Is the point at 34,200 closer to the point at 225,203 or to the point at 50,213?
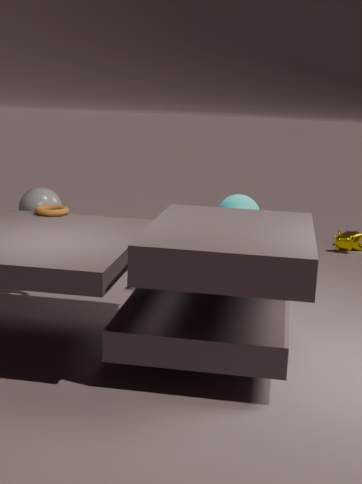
the point at 50,213
